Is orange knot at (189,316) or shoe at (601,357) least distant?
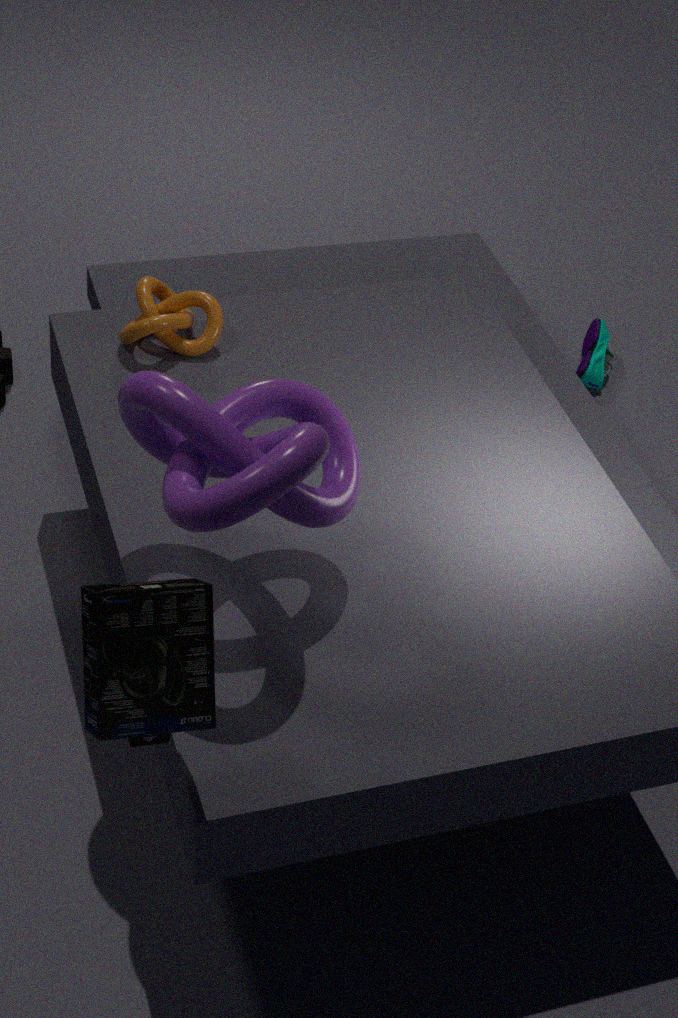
orange knot at (189,316)
